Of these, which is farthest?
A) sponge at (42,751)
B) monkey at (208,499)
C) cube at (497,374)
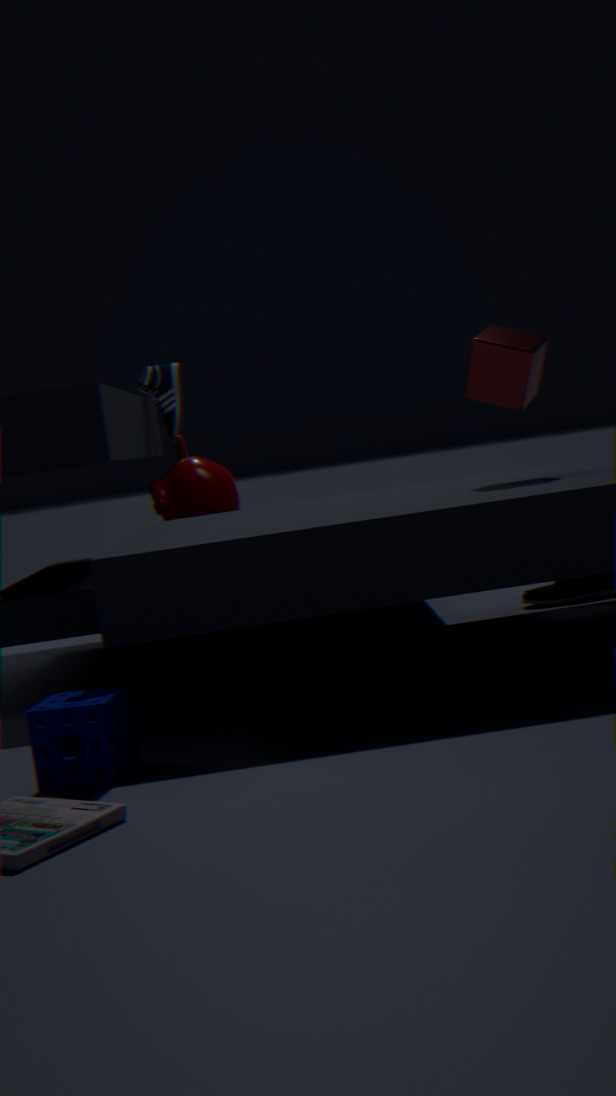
B. monkey at (208,499)
